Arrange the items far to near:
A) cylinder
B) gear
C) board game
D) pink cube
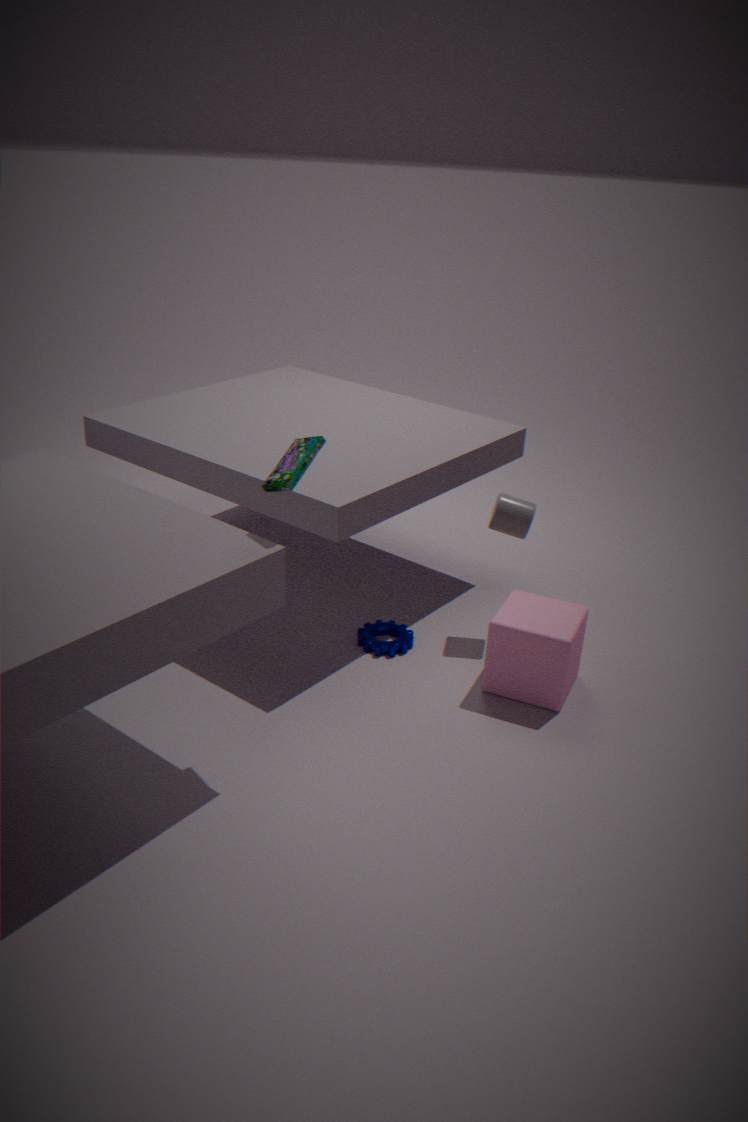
gear < cylinder < pink cube < board game
